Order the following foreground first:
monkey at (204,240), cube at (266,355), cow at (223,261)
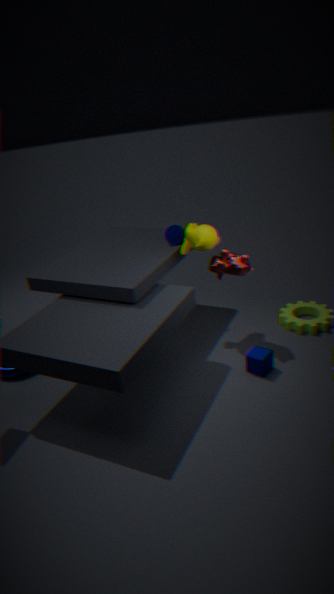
cube at (266,355) → cow at (223,261) → monkey at (204,240)
